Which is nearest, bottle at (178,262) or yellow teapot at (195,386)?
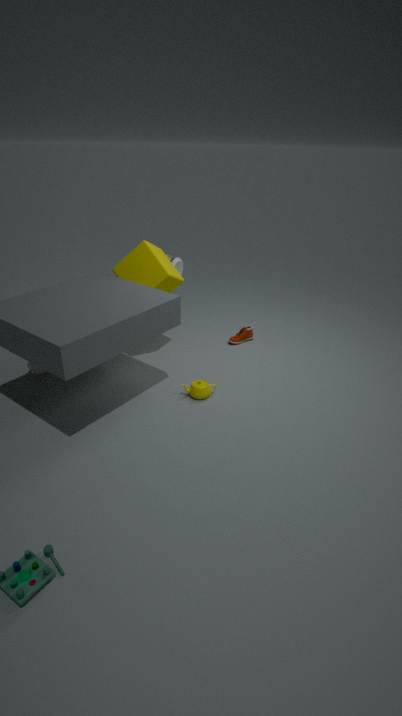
yellow teapot at (195,386)
